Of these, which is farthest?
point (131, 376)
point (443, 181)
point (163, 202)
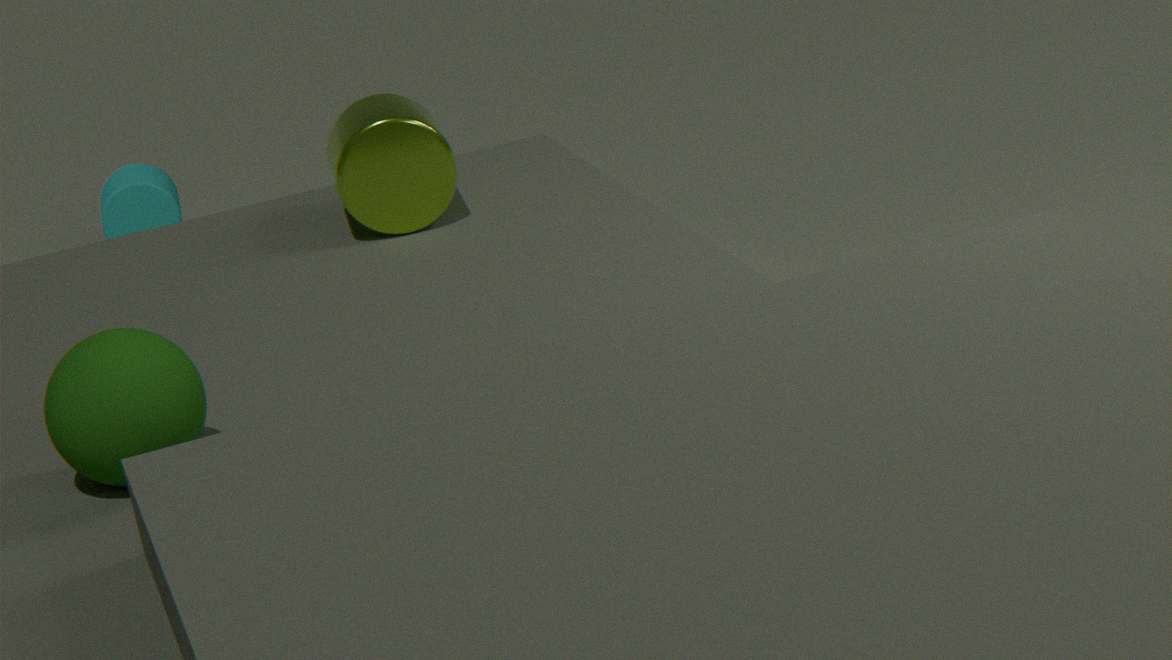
point (163, 202)
